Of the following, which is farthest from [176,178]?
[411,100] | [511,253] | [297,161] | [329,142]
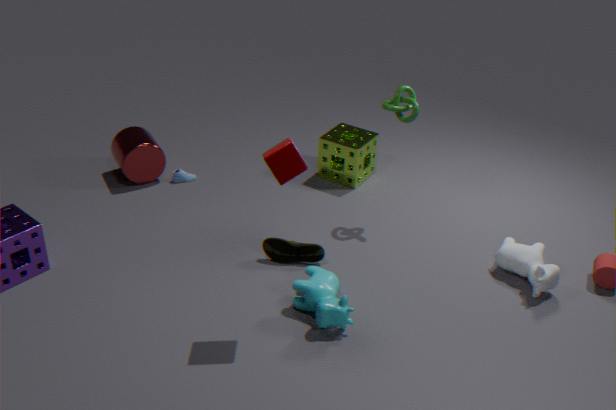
[511,253]
